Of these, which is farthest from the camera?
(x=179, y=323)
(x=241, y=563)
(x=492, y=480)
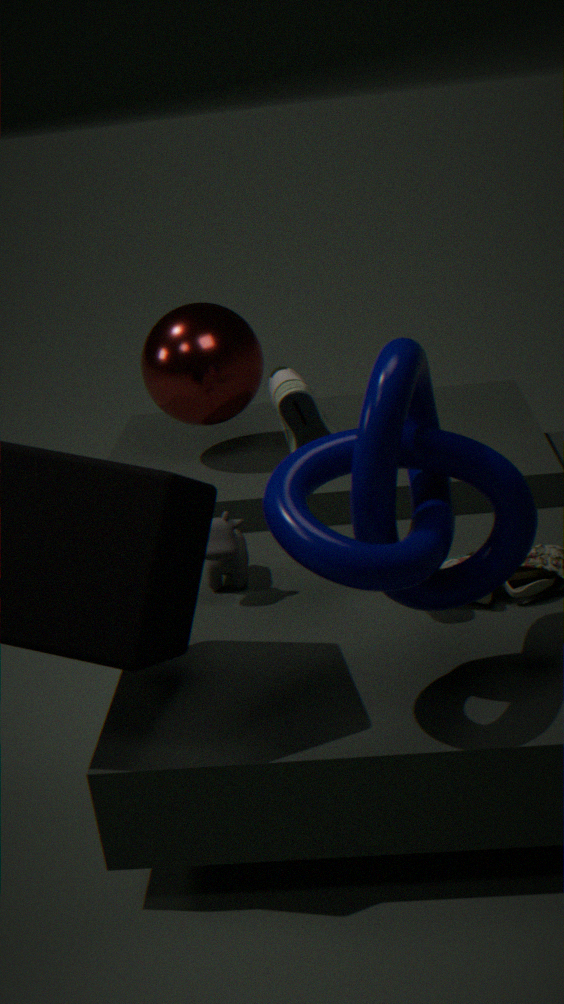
(x=179, y=323)
